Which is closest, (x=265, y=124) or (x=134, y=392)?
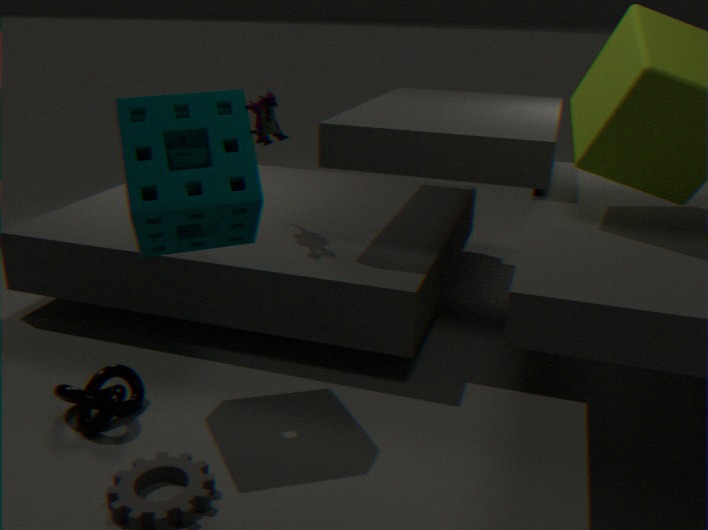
(x=134, y=392)
